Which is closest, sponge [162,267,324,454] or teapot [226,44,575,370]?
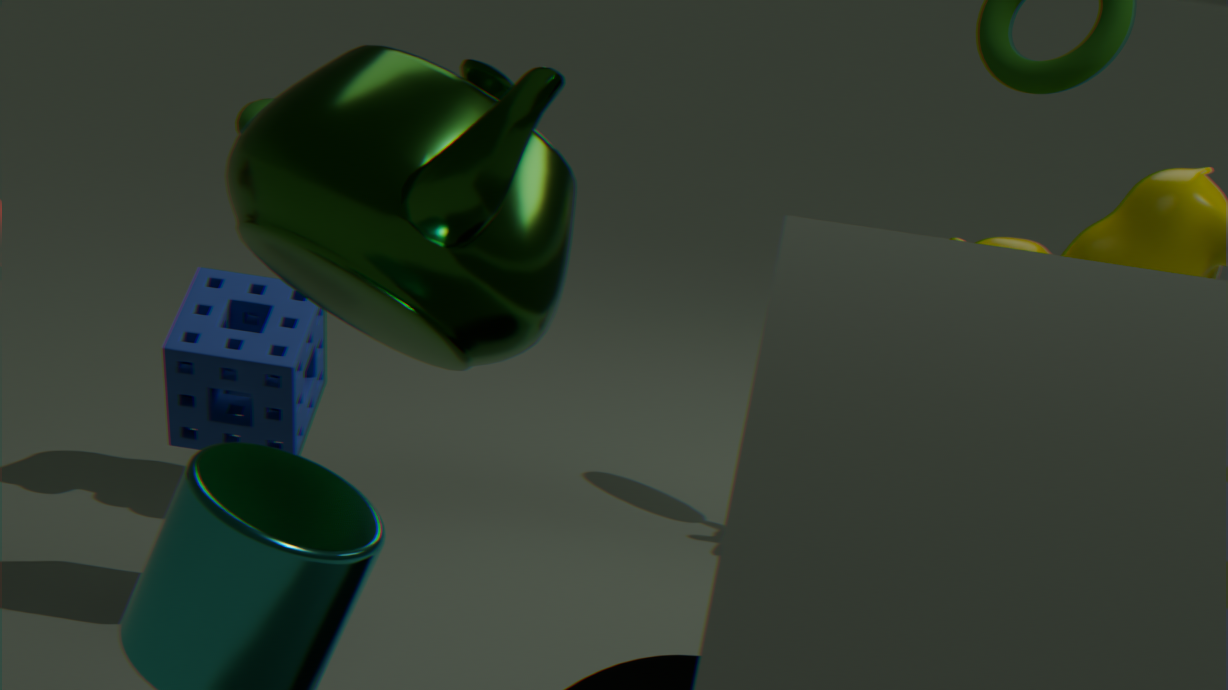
teapot [226,44,575,370]
